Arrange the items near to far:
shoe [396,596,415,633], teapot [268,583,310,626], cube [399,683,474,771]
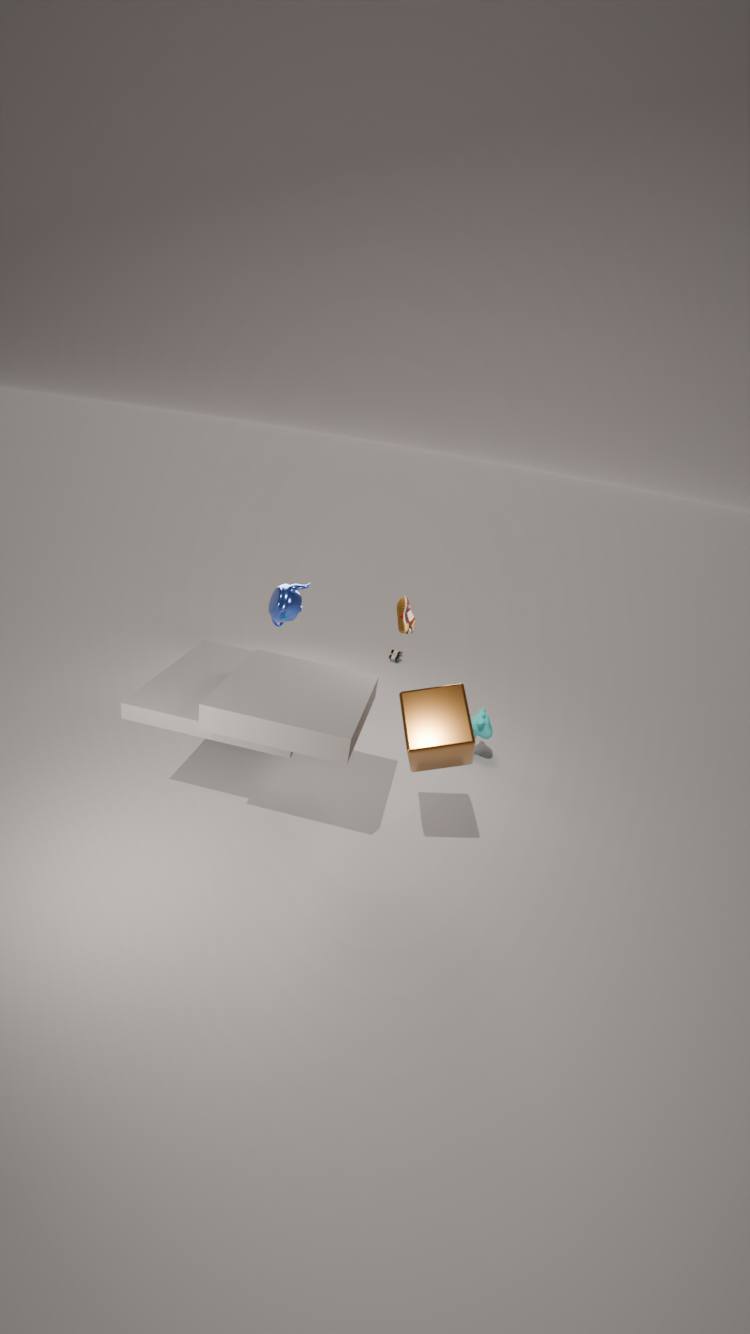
cube [399,683,474,771]
shoe [396,596,415,633]
teapot [268,583,310,626]
